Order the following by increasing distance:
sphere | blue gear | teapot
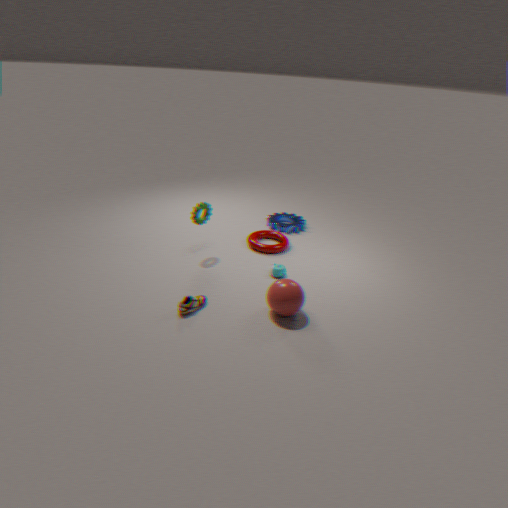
sphere, teapot, blue gear
